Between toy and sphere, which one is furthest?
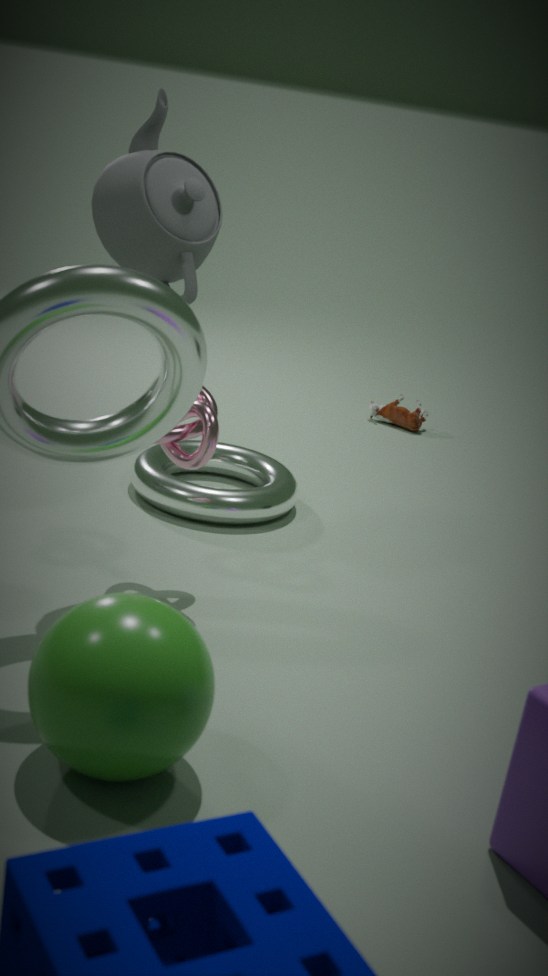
toy
